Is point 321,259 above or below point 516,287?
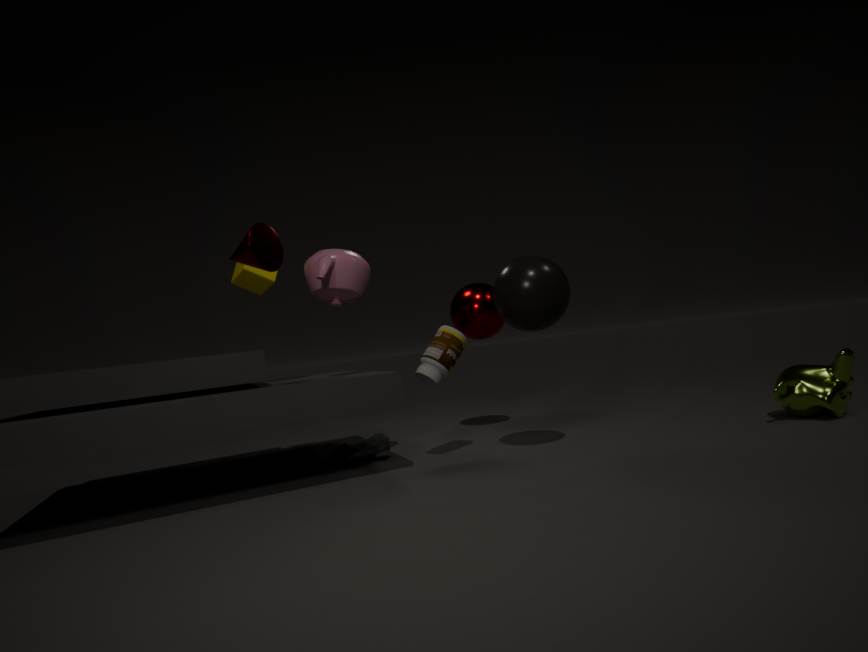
above
